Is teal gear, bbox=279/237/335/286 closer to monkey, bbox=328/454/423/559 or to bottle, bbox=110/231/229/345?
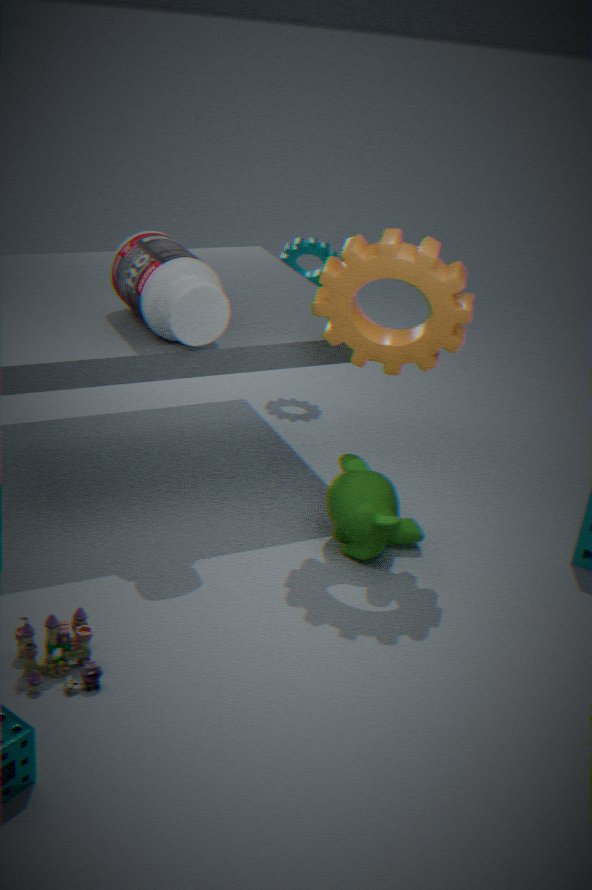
bottle, bbox=110/231/229/345
